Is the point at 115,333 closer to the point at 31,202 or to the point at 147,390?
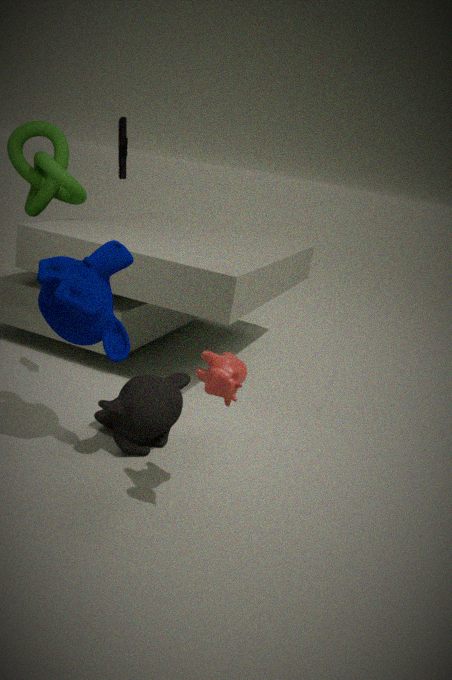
the point at 147,390
